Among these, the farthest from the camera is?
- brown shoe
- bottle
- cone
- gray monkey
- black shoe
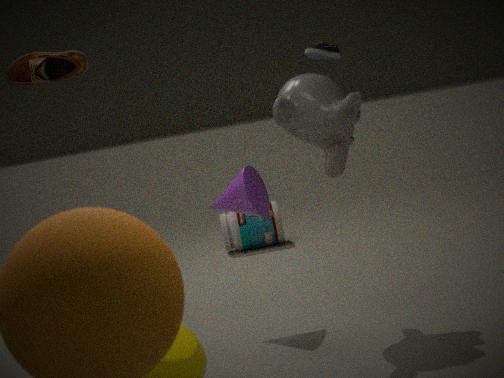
bottle
